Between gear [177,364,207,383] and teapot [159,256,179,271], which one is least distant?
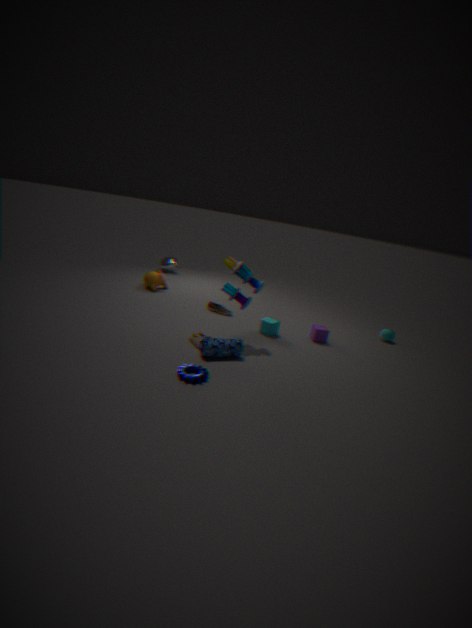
gear [177,364,207,383]
